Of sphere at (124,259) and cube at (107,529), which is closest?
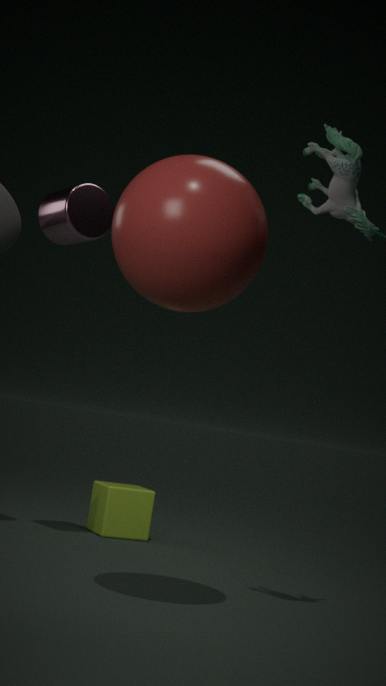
sphere at (124,259)
